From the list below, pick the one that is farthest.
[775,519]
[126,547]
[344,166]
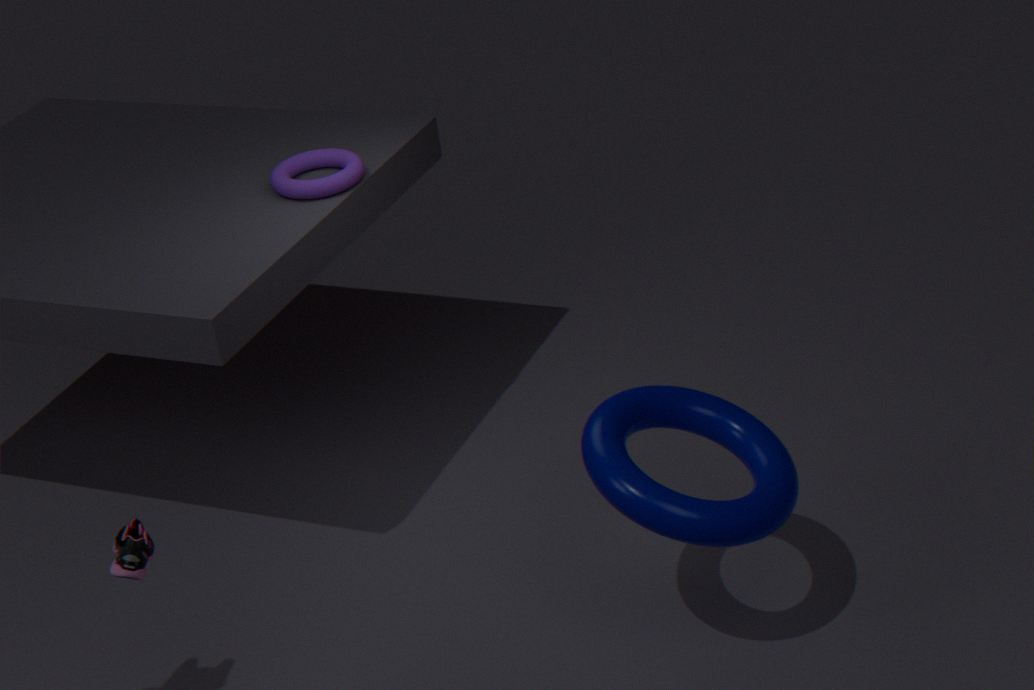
[344,166]
